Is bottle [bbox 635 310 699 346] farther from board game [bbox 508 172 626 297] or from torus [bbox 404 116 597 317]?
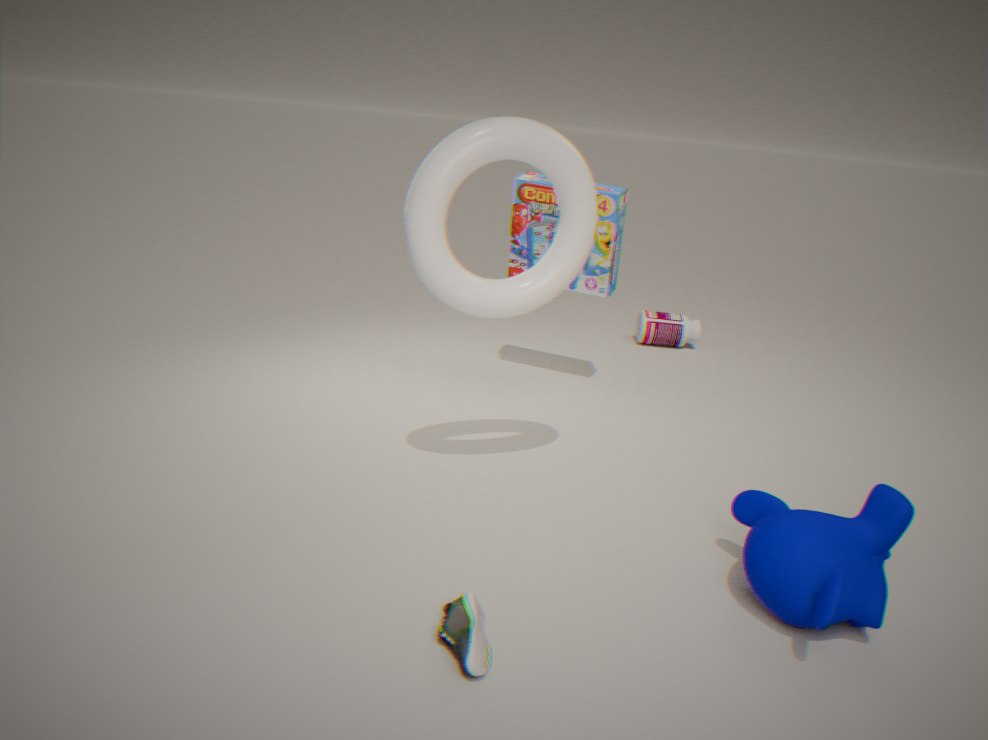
torus [bbox 404 116 597 317]
